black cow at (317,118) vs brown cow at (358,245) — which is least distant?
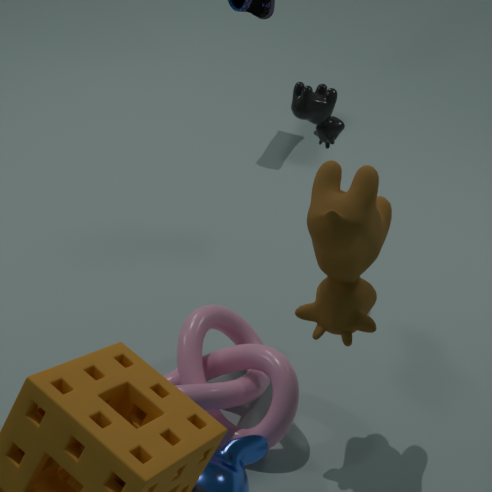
brown cow at (358,245)
